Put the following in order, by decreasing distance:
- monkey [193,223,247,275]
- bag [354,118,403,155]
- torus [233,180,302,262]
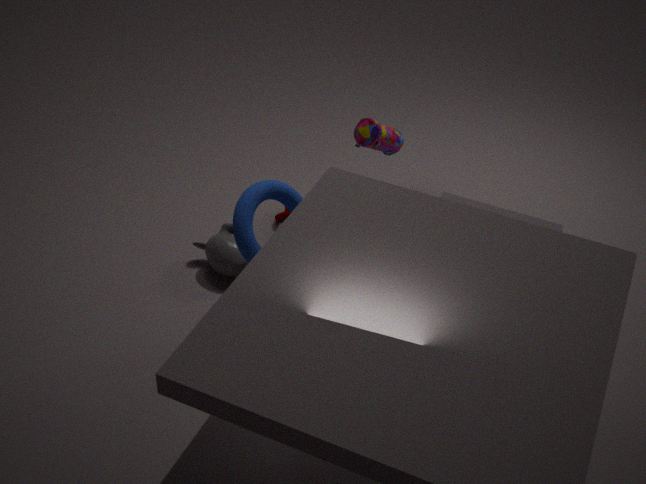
bag [354,118,403,155] < monkey [193,223,247,275] < torus [233,180,302,262]
